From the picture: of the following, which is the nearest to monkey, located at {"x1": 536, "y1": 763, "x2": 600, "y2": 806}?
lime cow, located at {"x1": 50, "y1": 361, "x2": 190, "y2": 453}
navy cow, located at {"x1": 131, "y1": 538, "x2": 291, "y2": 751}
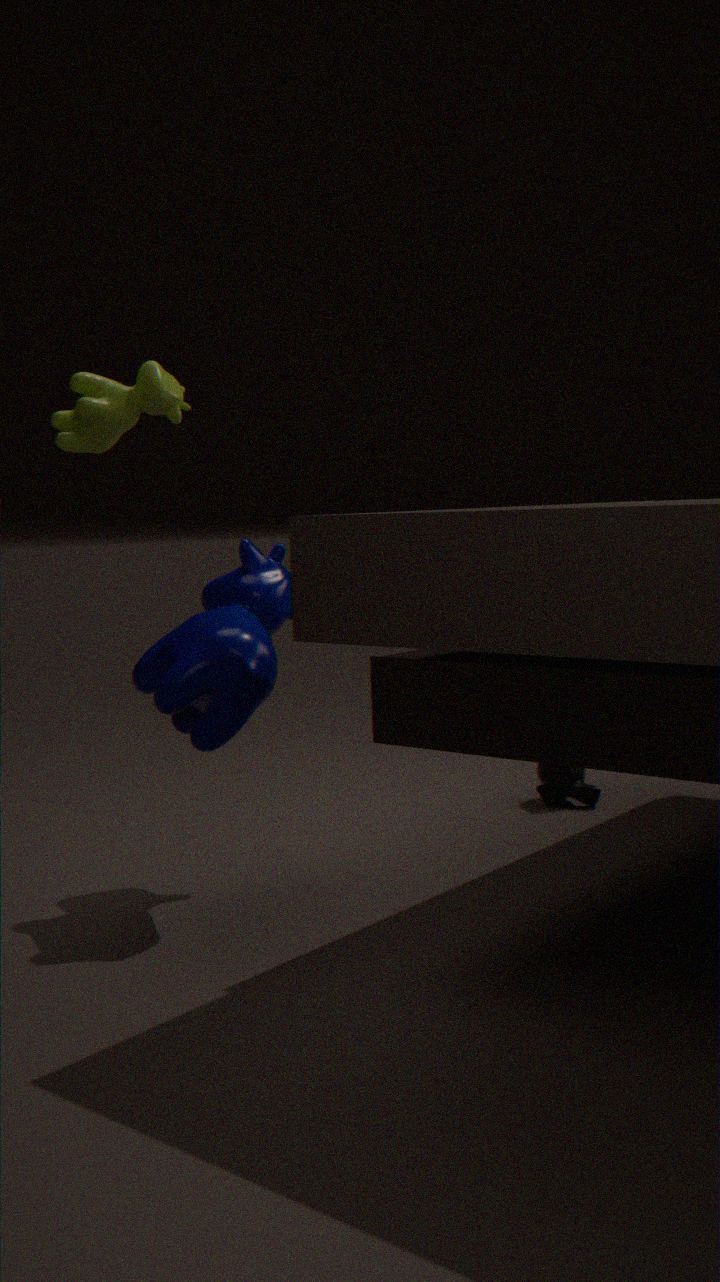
navy cow, located at {"x1": 131, "y1": 538, "x2": 291, "y2": 751}
